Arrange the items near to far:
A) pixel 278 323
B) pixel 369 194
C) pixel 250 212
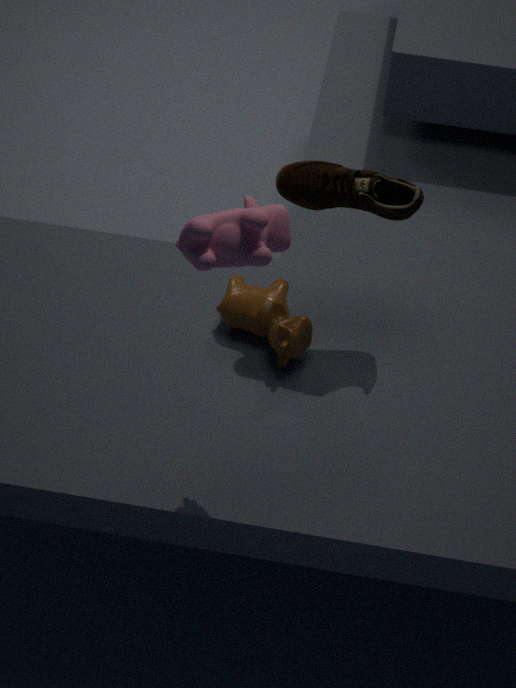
pixel 250 212
pixel 369 194
pixel 278 323
